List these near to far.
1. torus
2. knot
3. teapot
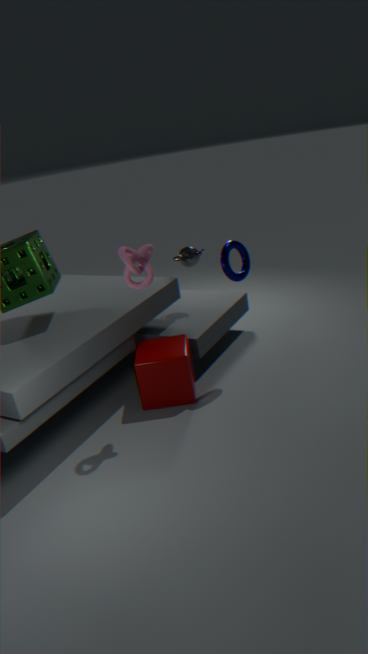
1. knot
2. torus
3. teapot
